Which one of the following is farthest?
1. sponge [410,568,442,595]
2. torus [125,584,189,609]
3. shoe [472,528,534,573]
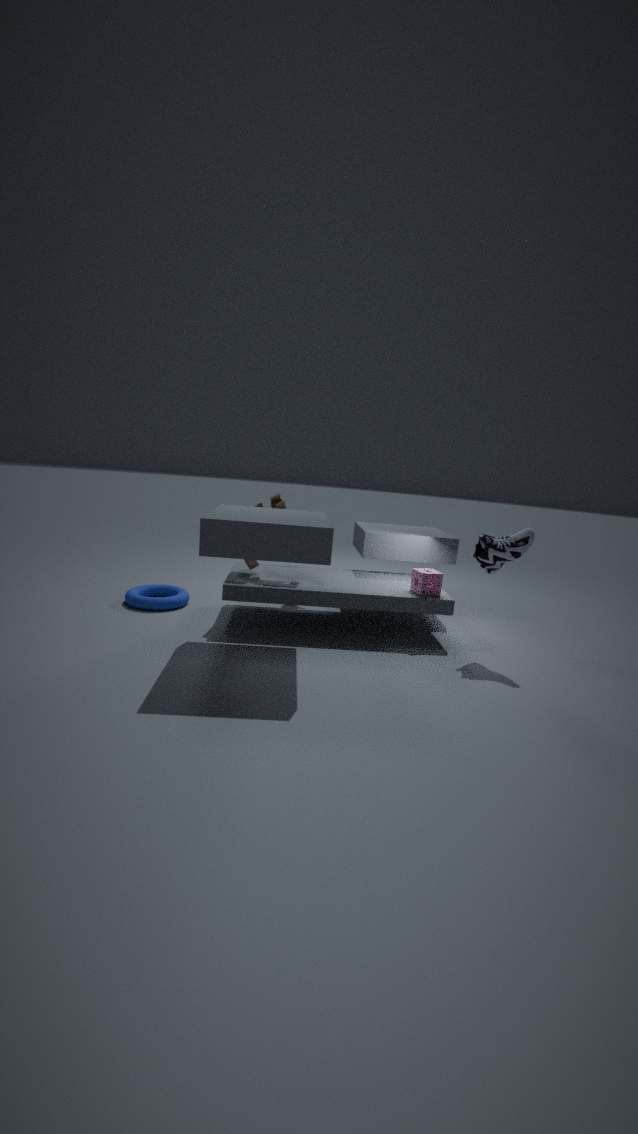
torus [125,584,189,609]
